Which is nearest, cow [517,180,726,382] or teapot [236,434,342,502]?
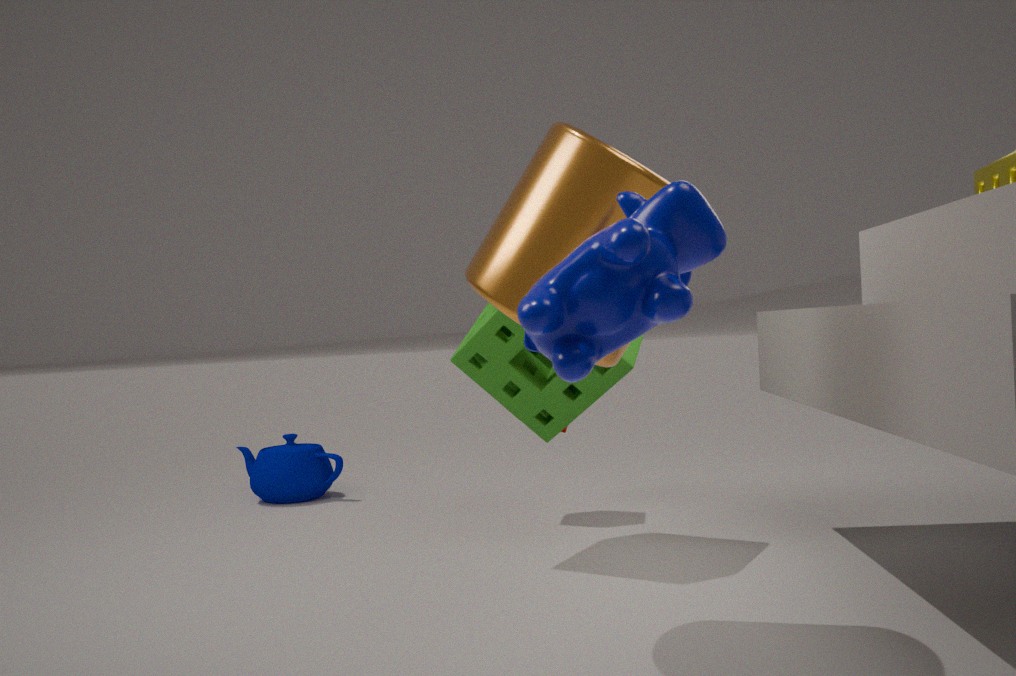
cow [517,180,726,382]
